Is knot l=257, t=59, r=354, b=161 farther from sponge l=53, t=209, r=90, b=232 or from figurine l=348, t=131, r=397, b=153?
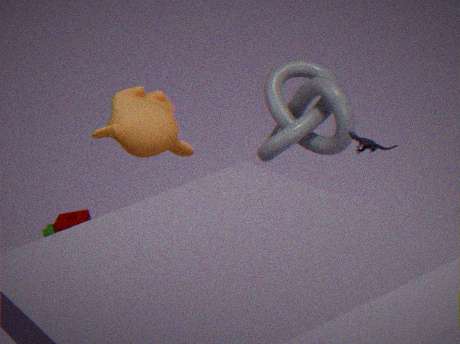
sponge l=53, t=209, r=90, b=232
